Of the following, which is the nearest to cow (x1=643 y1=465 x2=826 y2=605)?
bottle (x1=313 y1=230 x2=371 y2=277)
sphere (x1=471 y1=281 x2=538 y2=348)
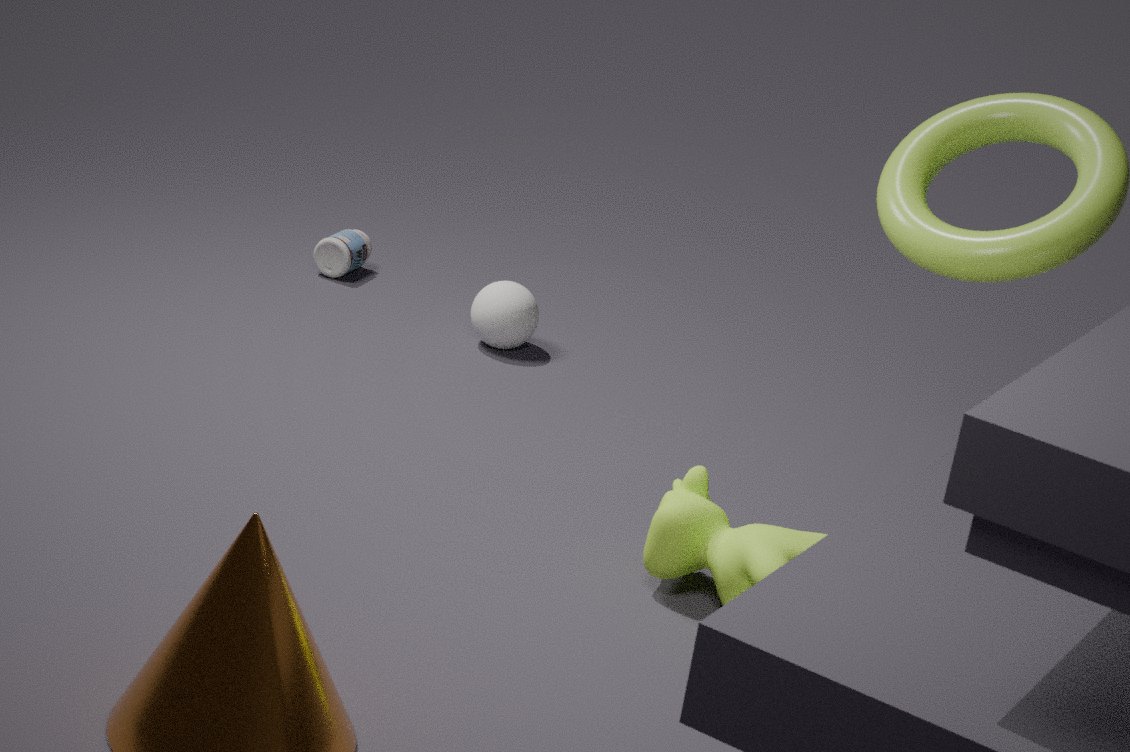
sphere (x1=471 y1=281 x2=538 y2=348)
